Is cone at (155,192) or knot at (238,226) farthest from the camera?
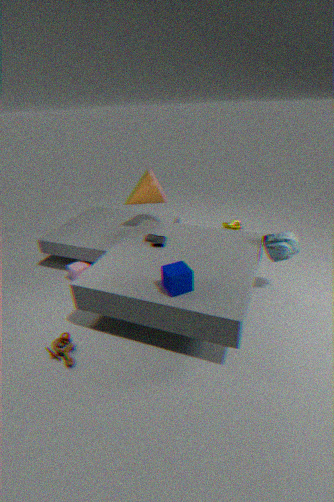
knot at (238,226)
